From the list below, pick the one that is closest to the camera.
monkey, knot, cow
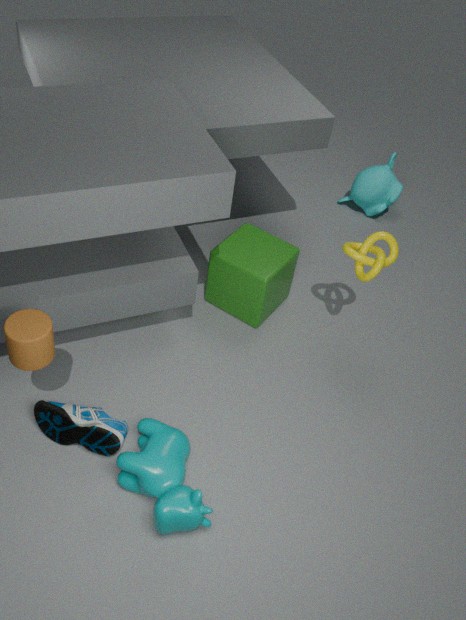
cow
